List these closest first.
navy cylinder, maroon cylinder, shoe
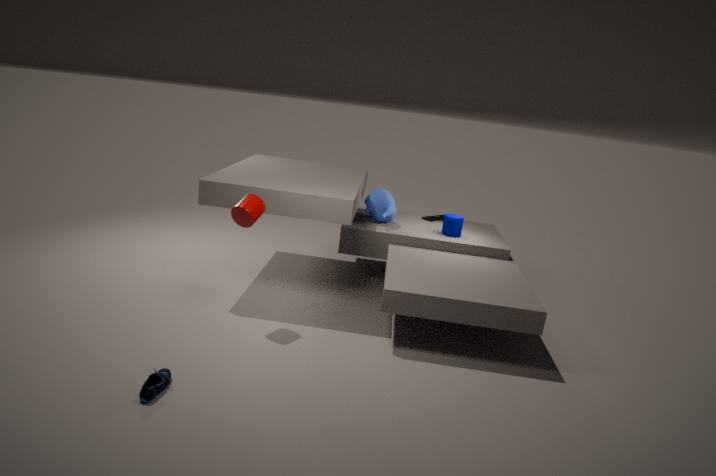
1. shoe
2. maroon cylinder
3. navy cylinder
